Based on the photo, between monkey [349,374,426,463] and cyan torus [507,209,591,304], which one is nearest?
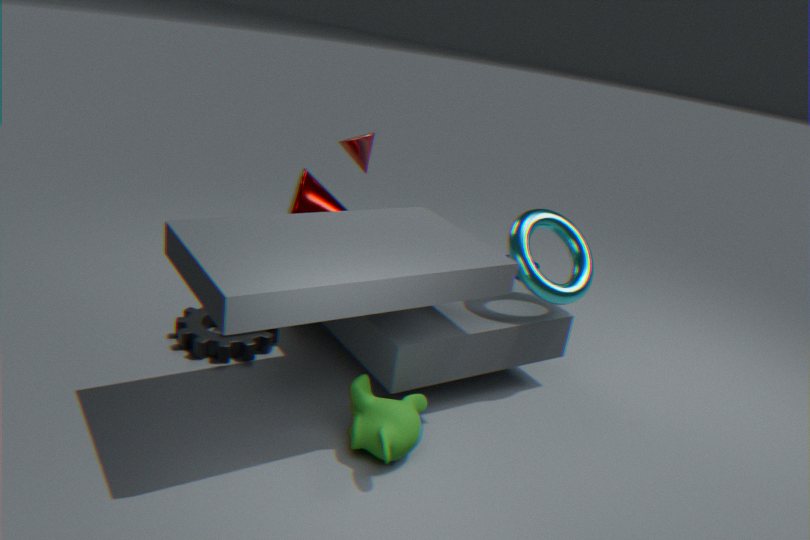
monkey [349,374,426,463]
